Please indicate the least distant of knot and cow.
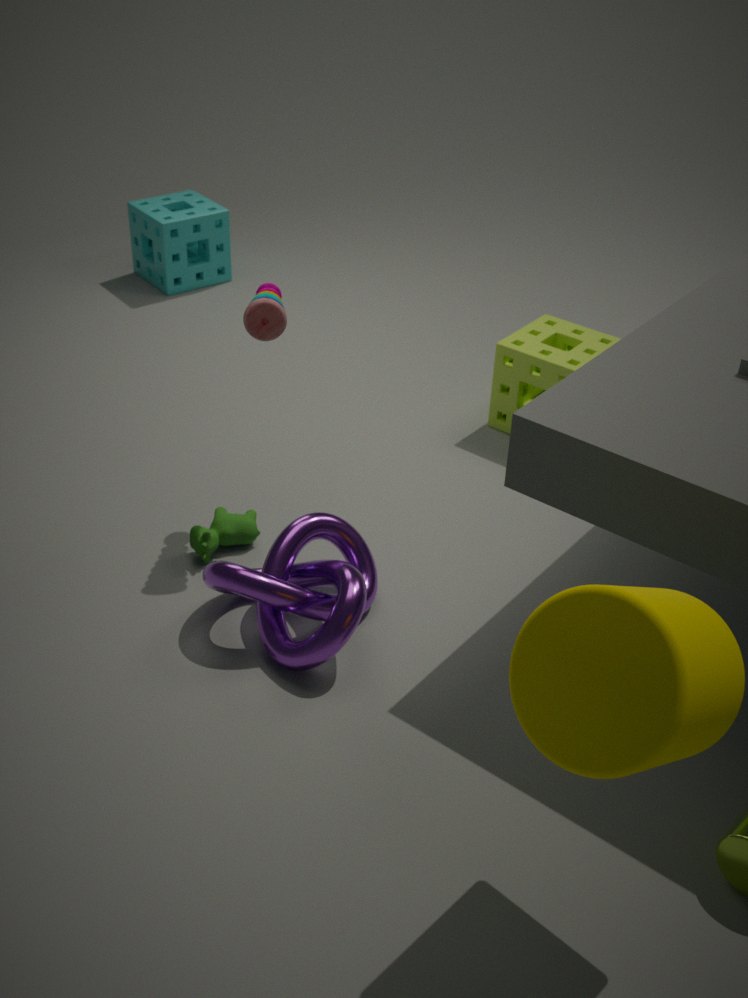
knot
